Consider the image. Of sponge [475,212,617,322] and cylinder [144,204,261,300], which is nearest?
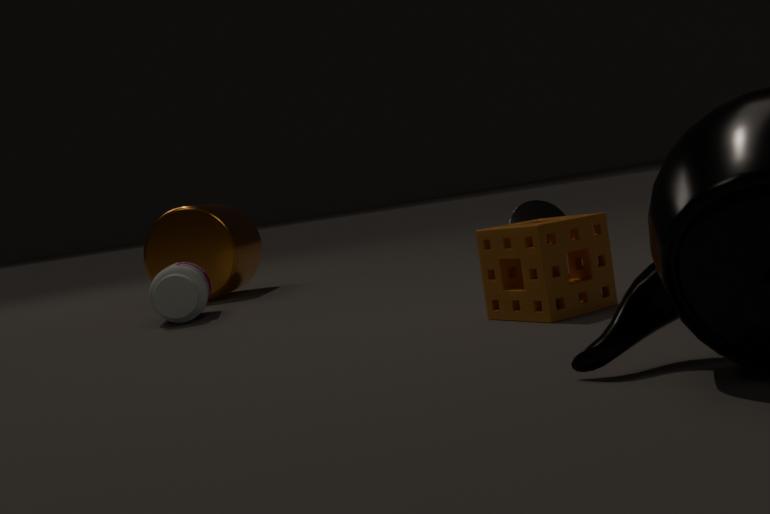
sponge [475,212,617,322]
